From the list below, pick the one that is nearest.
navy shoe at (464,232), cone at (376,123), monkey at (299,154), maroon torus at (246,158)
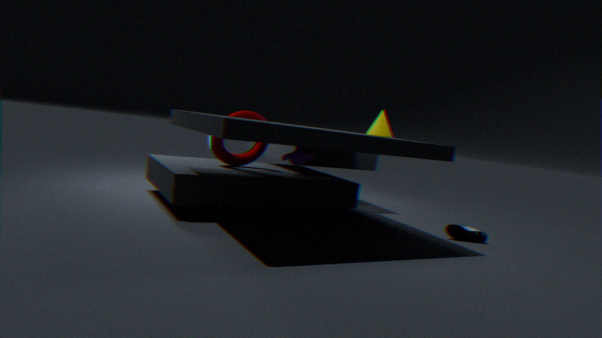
monkey at (299,154)
